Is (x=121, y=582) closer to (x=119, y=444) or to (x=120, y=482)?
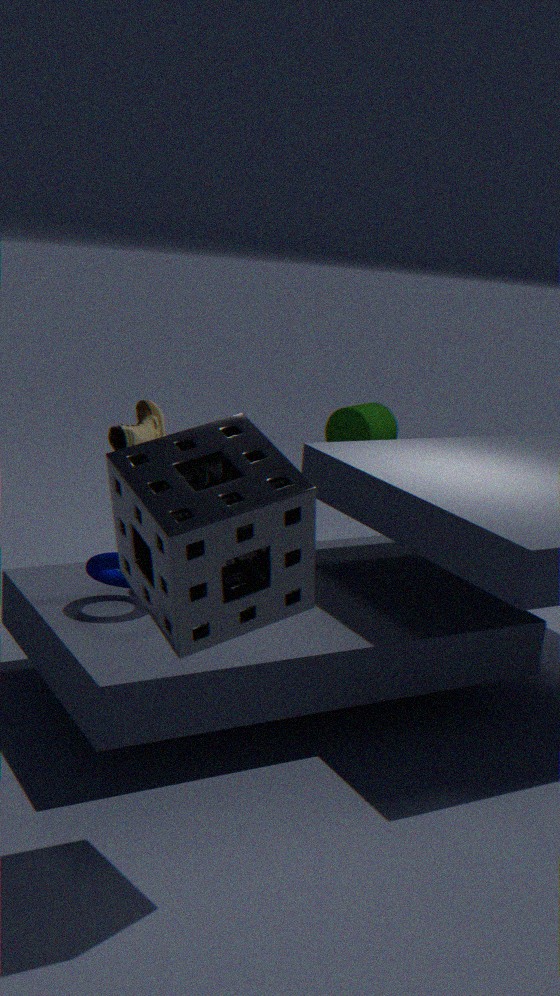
(x=119, y=444)
